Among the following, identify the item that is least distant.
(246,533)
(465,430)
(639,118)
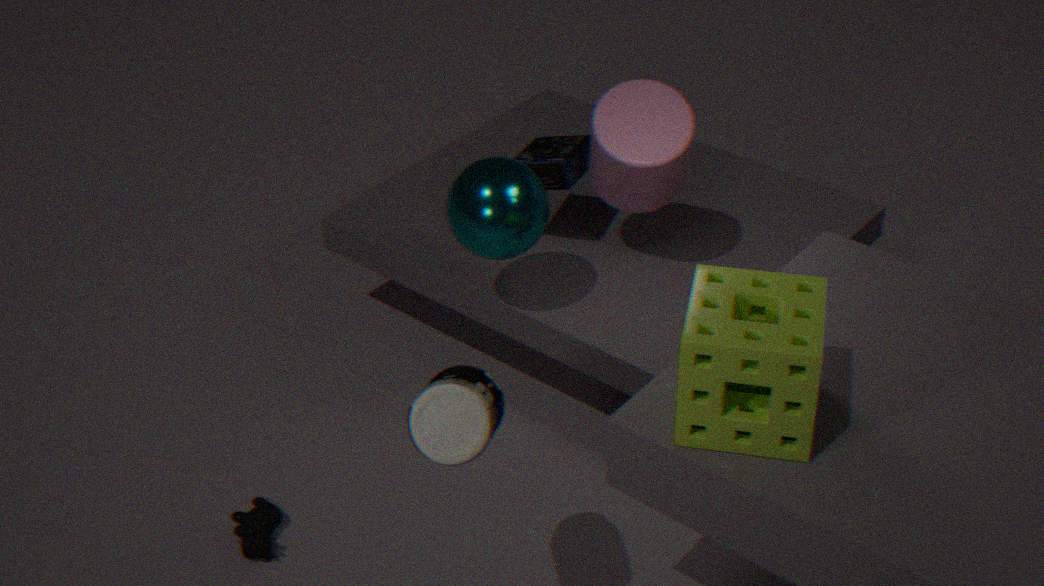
(465,430)
